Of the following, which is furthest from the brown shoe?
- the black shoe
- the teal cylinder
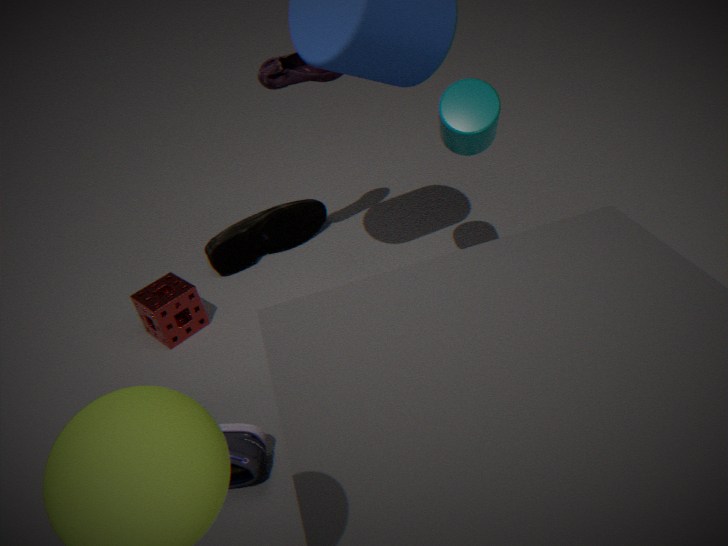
the black shoe
